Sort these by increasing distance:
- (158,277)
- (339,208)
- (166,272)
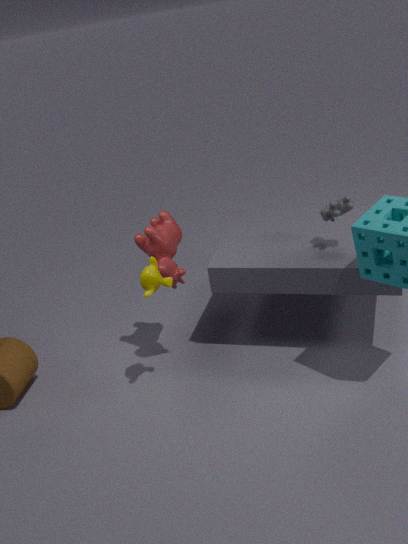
(158,277)
(339,208)
(166,272)
